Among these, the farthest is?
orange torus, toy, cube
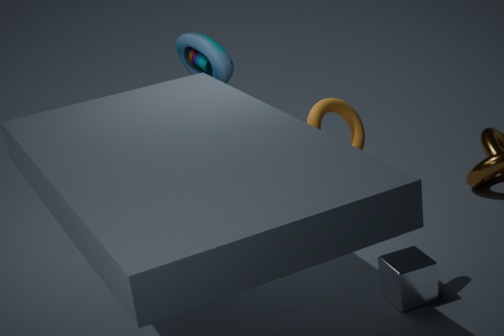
toy
